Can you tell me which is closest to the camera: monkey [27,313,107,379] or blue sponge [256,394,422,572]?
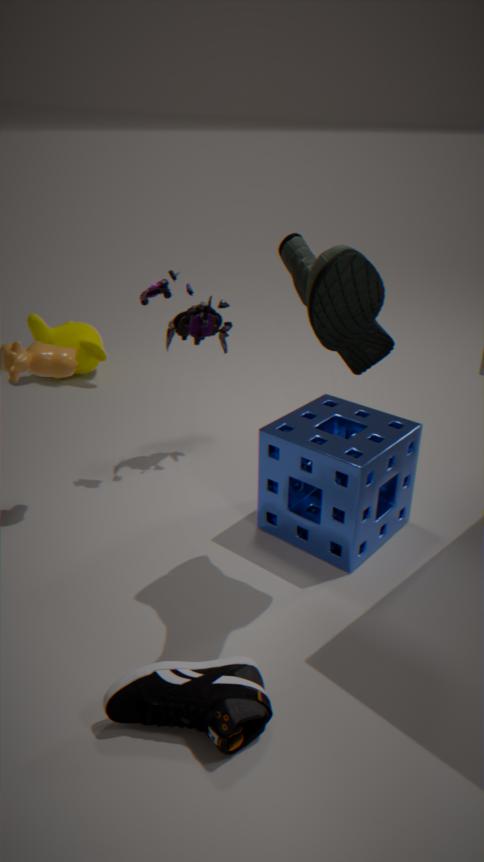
blue sponge [256,394,422,572]
